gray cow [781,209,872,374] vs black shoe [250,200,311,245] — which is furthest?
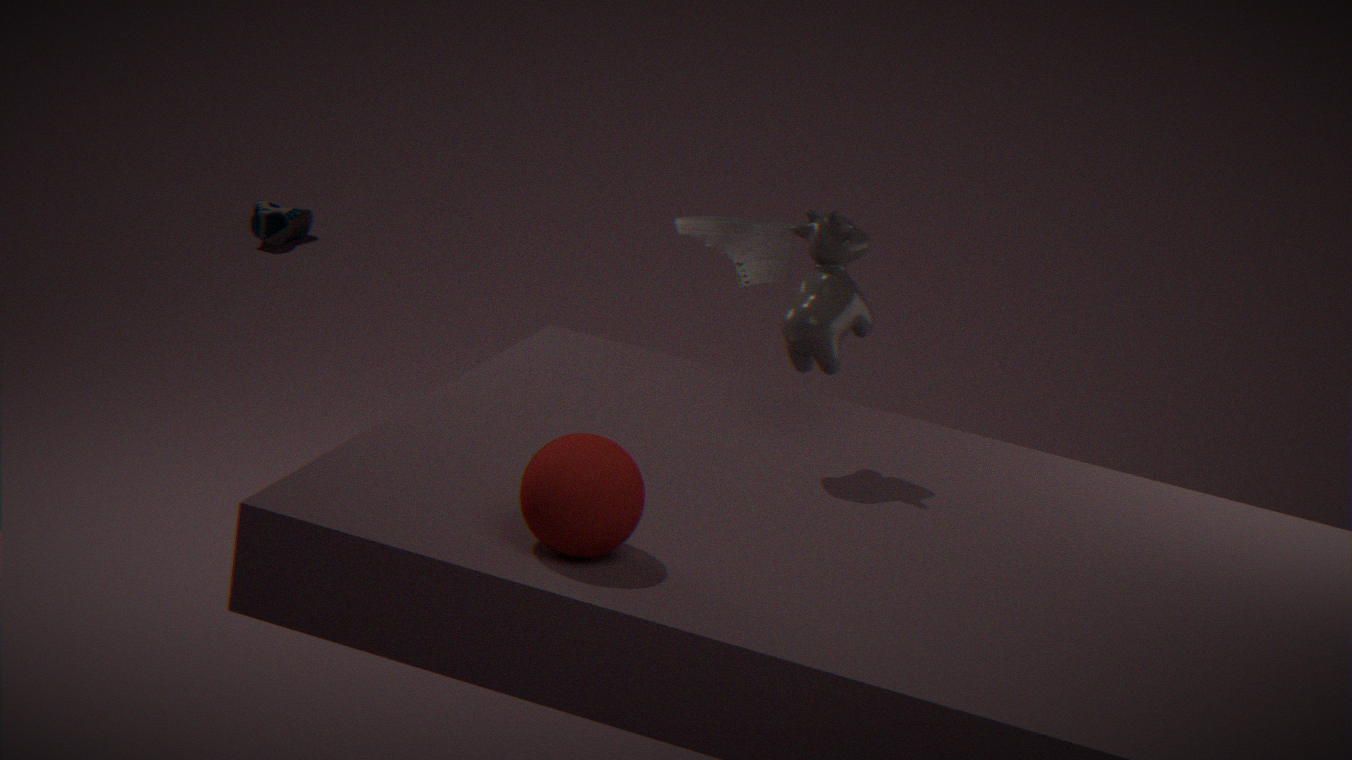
black shoe [250,200,311,245]
